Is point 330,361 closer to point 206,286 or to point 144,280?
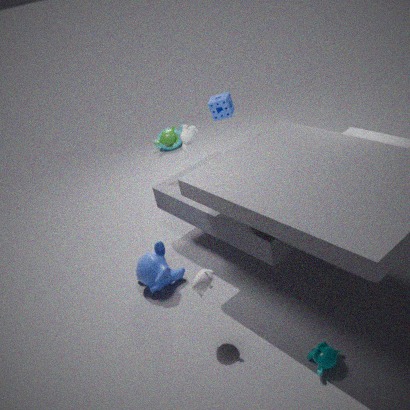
point 206,286
